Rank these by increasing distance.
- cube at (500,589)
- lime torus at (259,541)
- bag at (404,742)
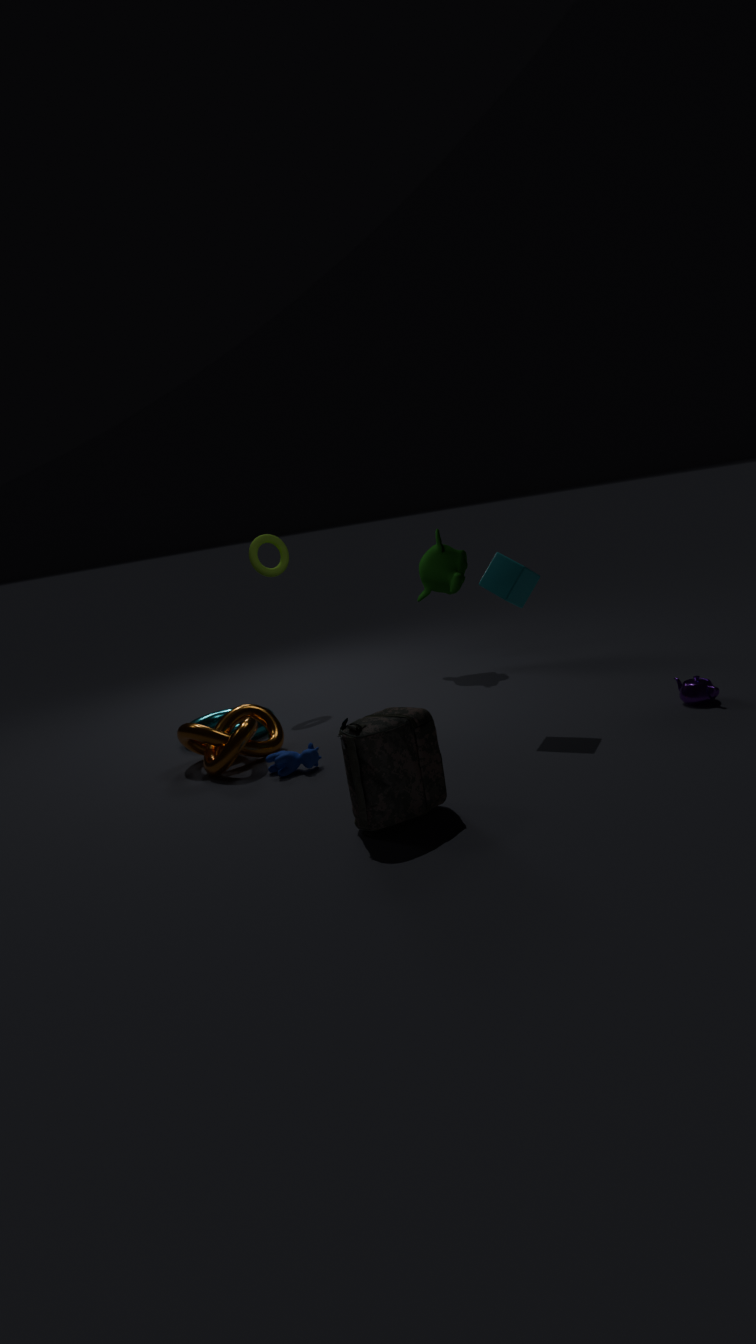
bag at (404,742) < cube at (500,589) < lime torus at (259,541)
